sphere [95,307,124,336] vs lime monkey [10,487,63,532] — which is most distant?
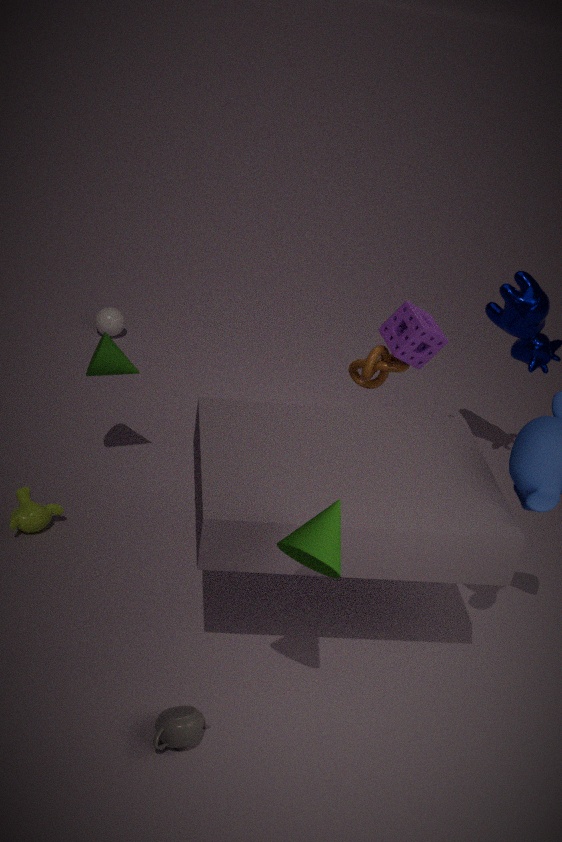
sphere [95,307,124,336]
